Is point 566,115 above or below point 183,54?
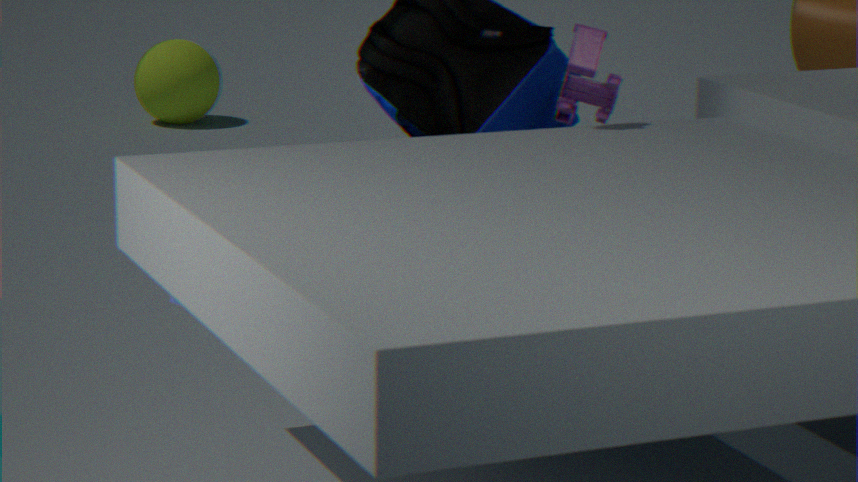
above
